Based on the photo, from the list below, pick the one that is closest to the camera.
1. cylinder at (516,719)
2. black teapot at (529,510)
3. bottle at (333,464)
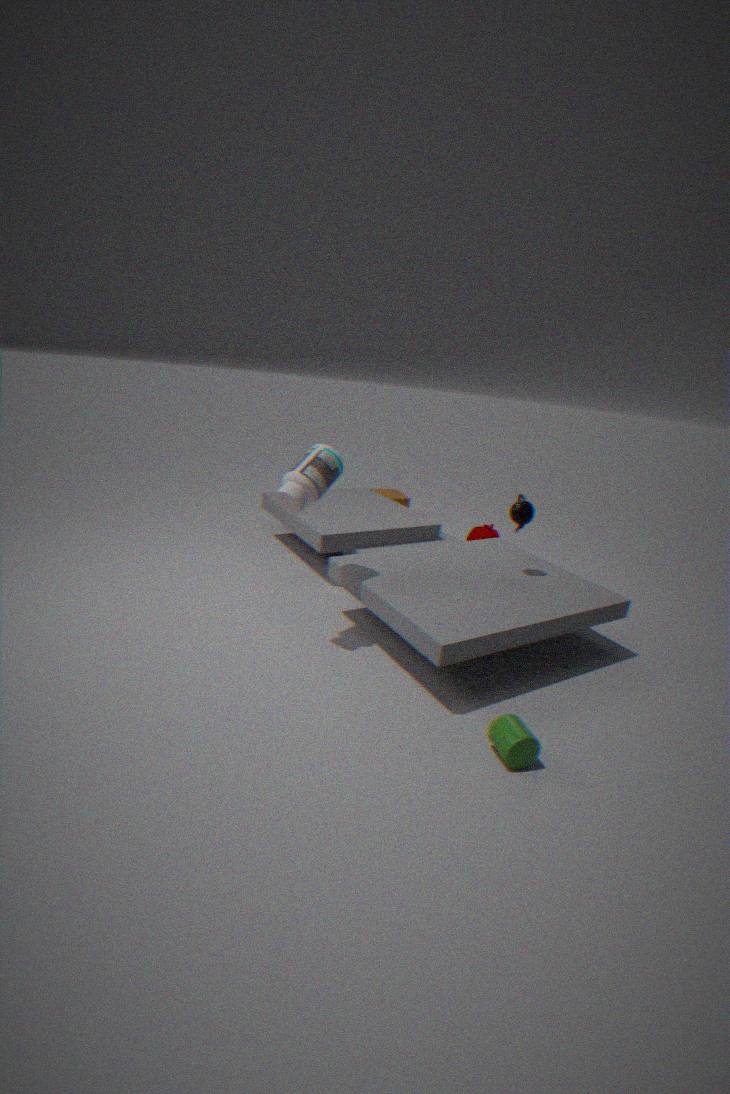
cylinder at (516,719)
